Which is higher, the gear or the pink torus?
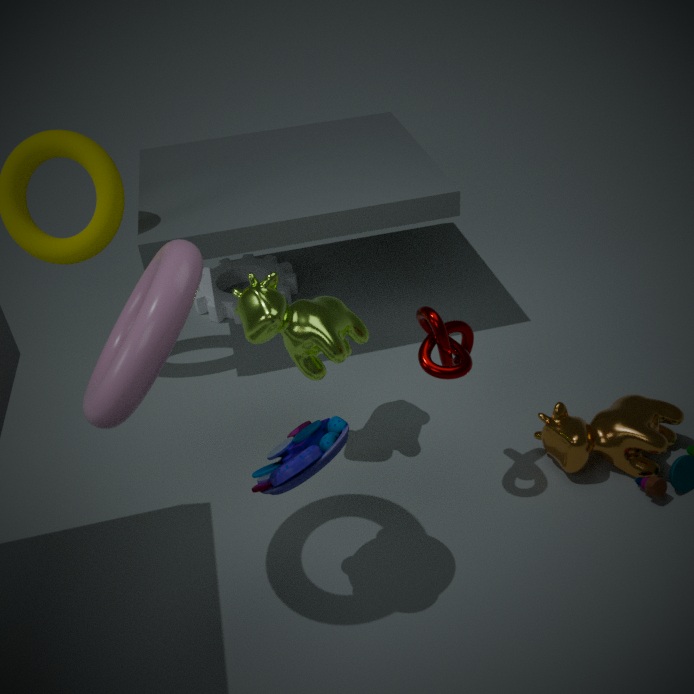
the pink torus
